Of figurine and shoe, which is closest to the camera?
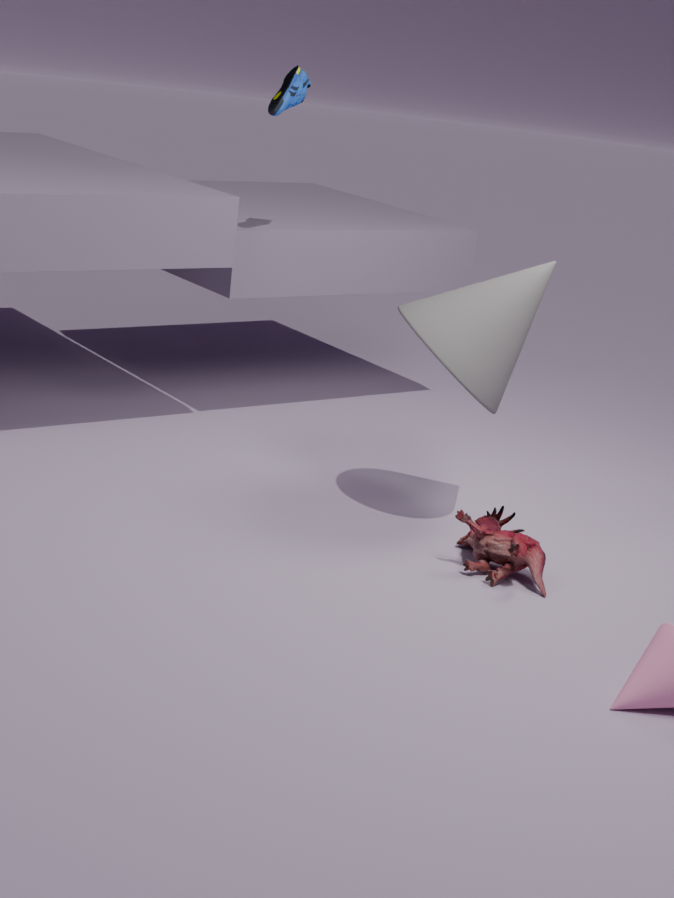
figurine
